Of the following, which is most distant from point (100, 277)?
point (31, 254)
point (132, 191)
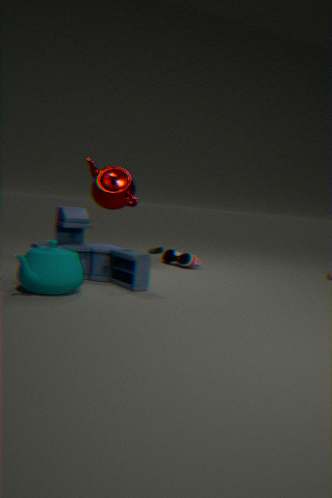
point (132, 191)
